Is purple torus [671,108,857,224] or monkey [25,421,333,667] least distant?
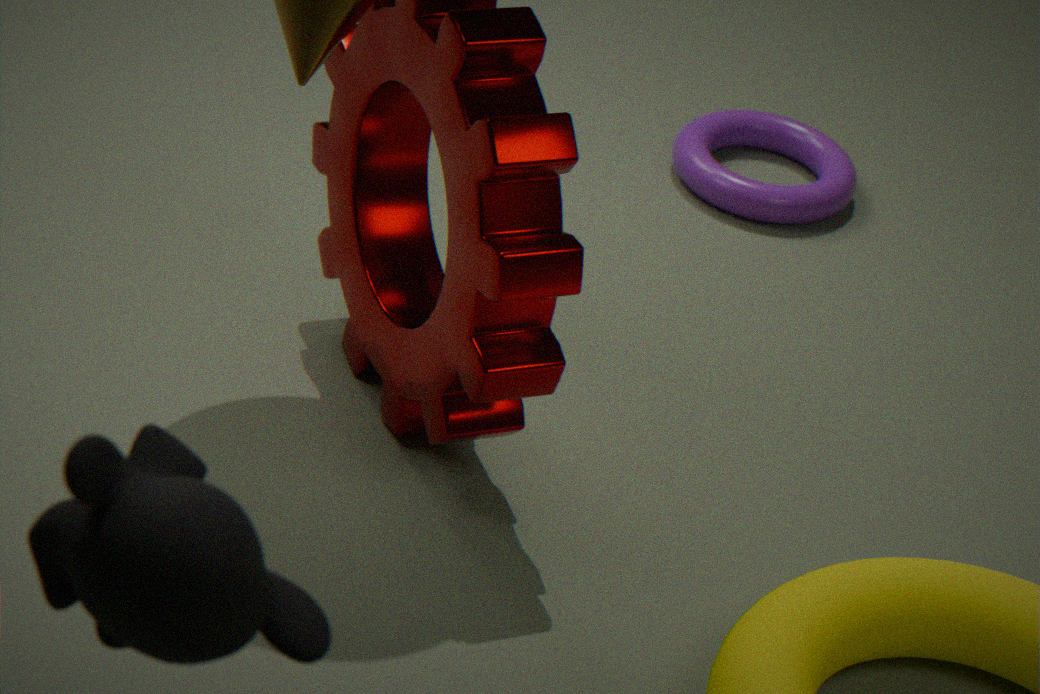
monkey [25,421,333,667]
